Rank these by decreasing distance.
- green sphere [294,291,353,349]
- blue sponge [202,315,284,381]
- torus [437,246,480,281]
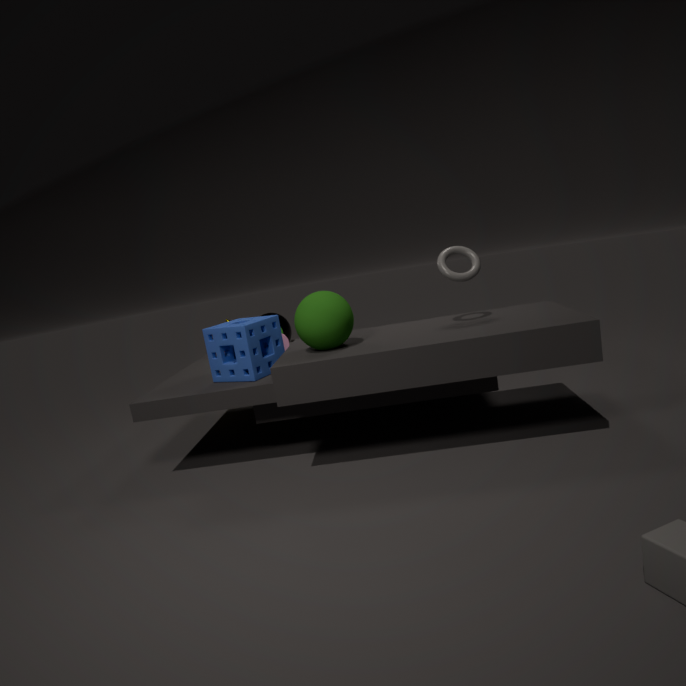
blue sponge [202,315,284,381], torus [437,246,480,281], green sphere [294,291,353,349]
